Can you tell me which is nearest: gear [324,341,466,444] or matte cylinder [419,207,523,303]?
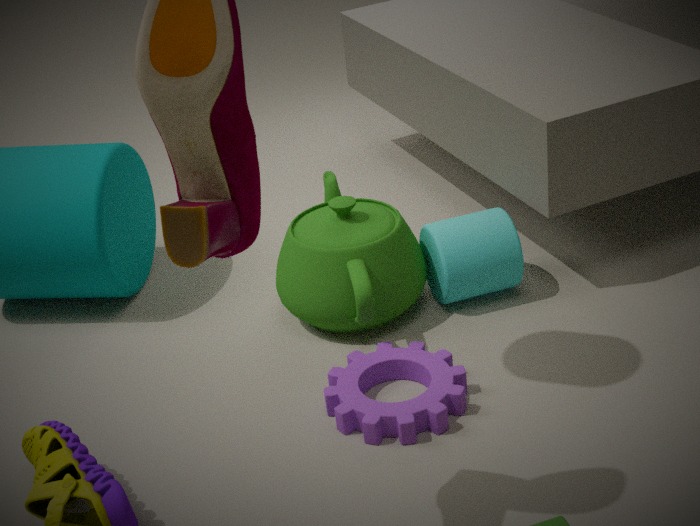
gear [324,341,466,444]
